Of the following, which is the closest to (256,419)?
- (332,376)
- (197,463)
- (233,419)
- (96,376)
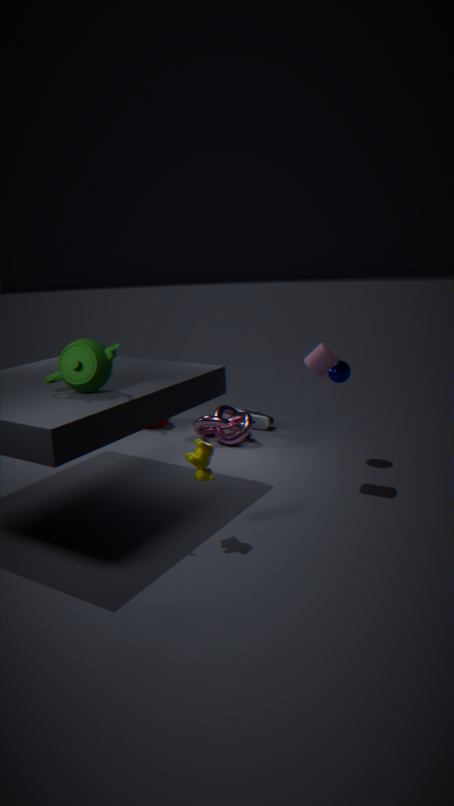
(233,419)
